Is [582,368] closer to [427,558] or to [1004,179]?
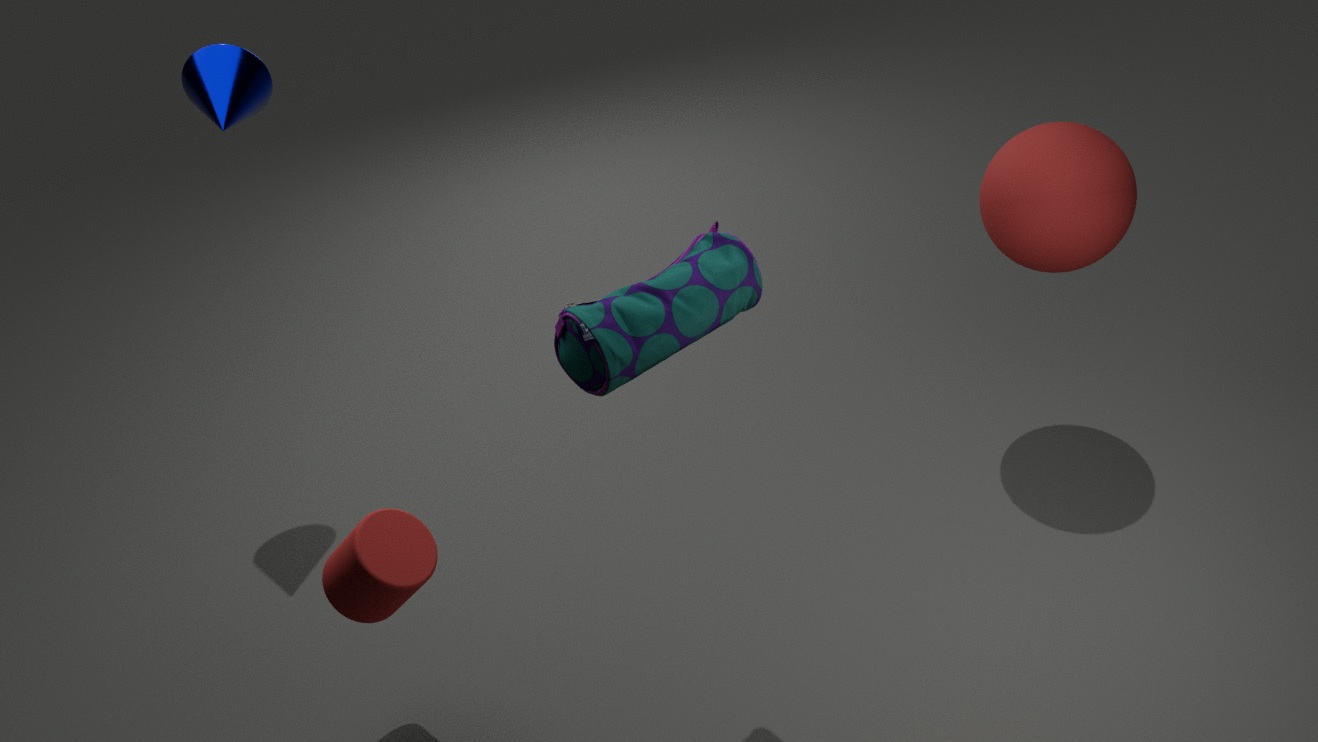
[427,558]
